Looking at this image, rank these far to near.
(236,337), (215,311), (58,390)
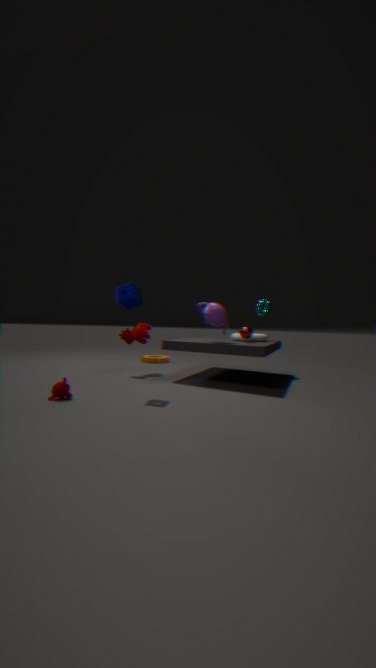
1. (236,337)
2. (215,311)
3. (58,390)
